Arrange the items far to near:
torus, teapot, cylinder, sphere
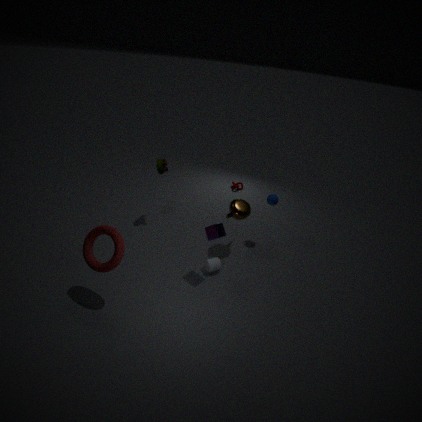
sphere
teapot
cylinder
torus
